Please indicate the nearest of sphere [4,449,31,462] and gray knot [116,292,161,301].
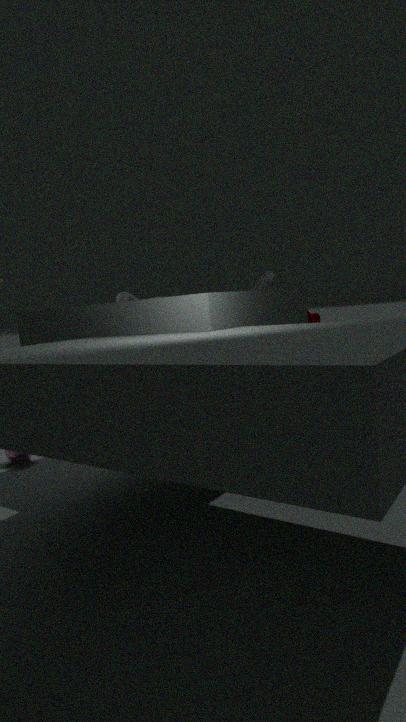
sphere [4,449,31,462]
